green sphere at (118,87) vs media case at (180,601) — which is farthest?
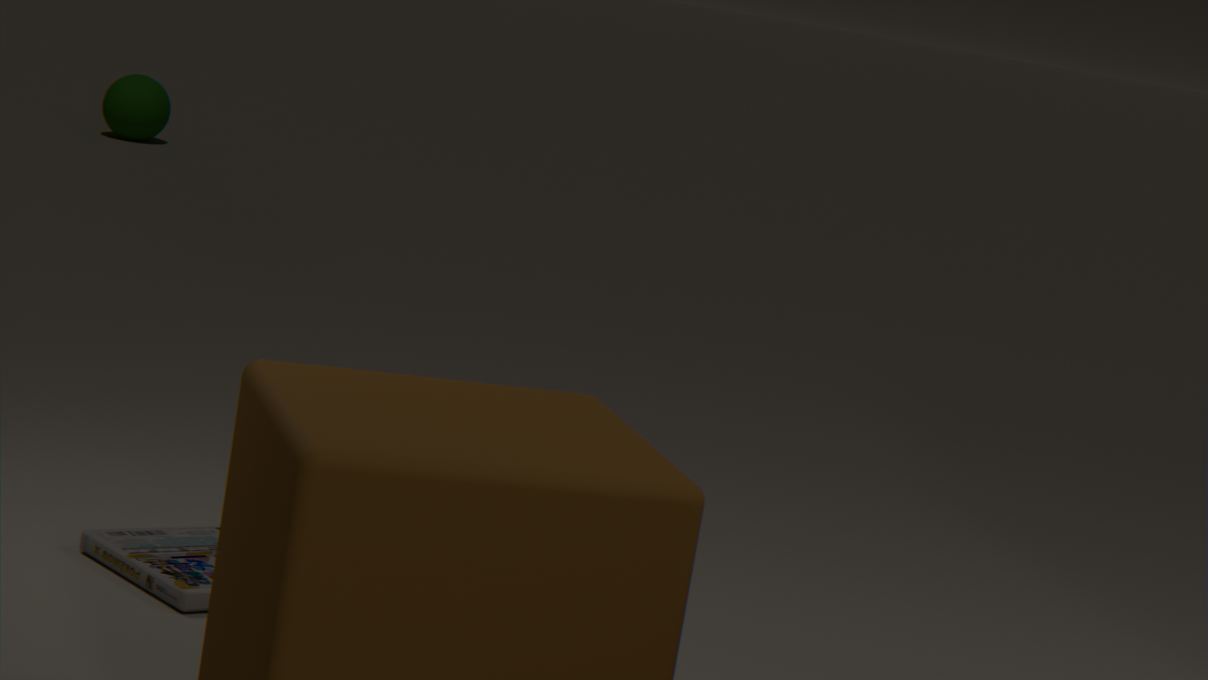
green sphere at (118,87)
